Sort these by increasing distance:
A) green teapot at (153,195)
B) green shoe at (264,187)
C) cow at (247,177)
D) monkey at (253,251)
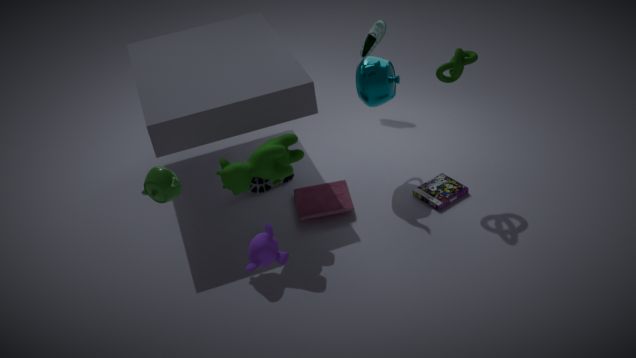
green teapot at (153,195)
monkey at (253,251)
cow at (247,177)
green shoe at (264,187)
